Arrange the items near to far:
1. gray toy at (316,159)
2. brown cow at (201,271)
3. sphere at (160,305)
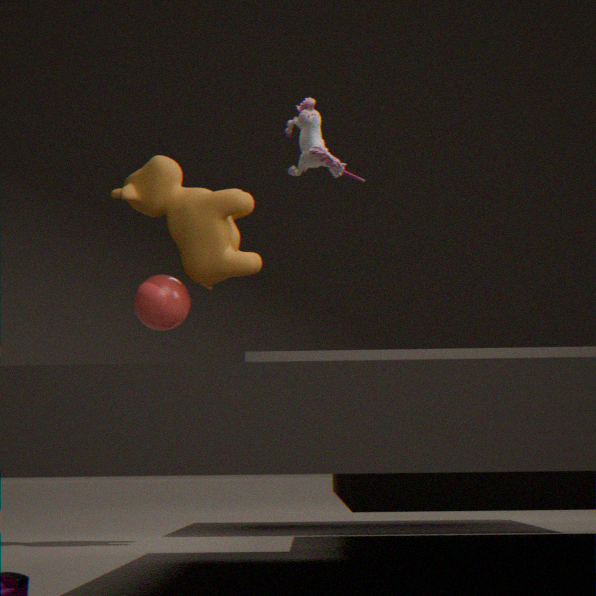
gray toy at (316,159) → brown cow at (201,271) → sphere at (160,305)
